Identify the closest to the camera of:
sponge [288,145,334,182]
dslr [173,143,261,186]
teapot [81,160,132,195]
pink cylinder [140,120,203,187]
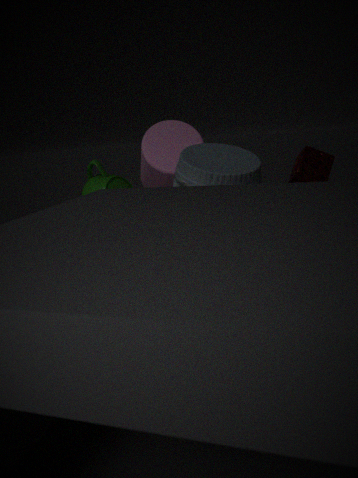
dslr [173,143,261,186]
